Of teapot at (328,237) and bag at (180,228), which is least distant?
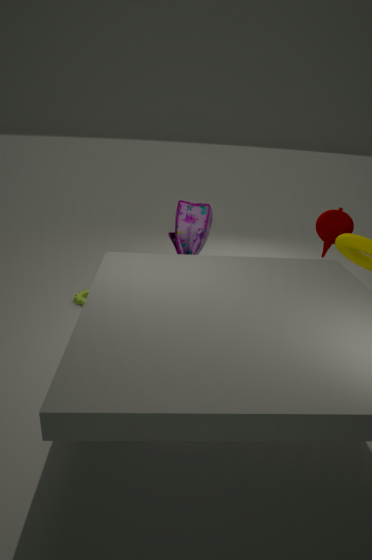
bag at (180,228)
